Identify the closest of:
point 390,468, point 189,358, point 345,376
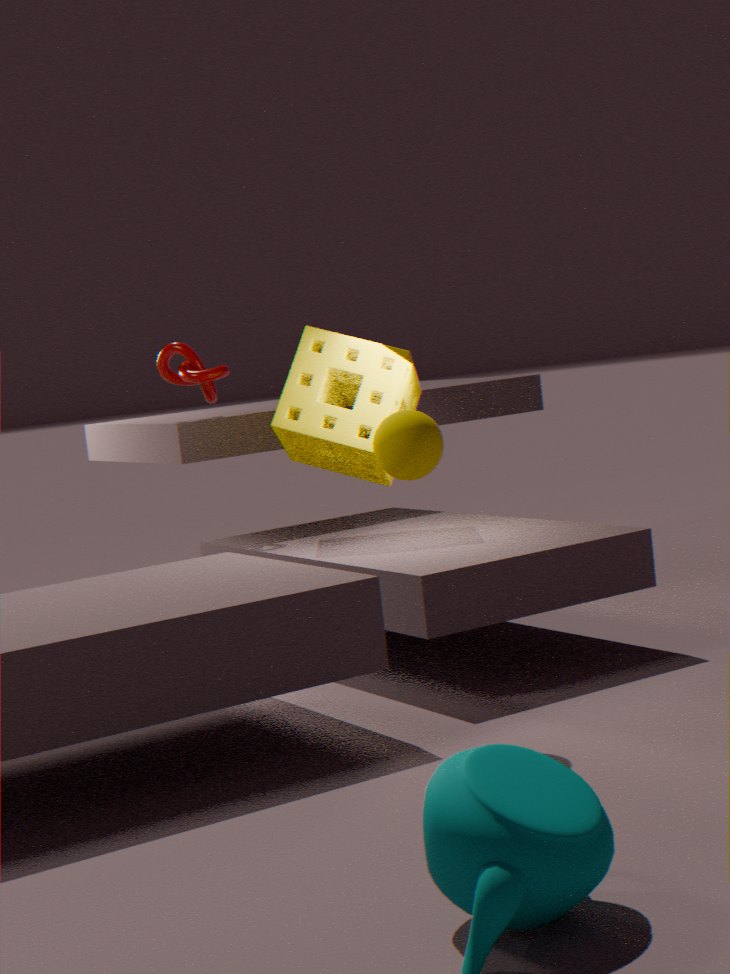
point 390,468
